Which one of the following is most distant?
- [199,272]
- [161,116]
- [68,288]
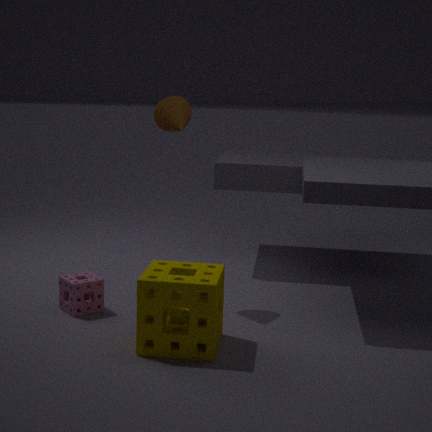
[161,116]
